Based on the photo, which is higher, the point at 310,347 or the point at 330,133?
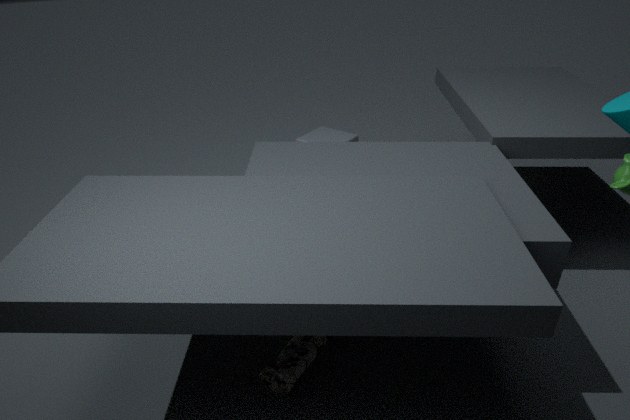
the point at 330,133
